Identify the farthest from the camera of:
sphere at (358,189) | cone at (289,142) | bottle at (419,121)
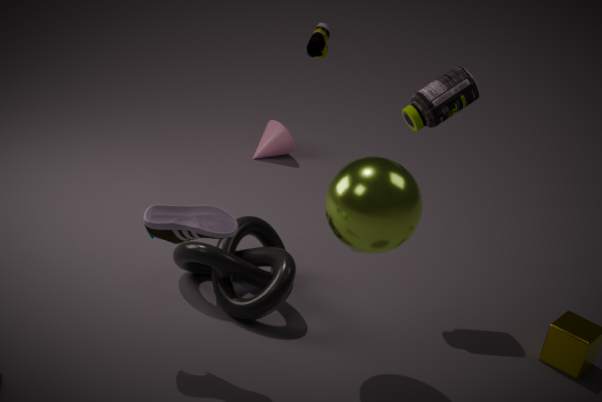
cone at (289,142)
